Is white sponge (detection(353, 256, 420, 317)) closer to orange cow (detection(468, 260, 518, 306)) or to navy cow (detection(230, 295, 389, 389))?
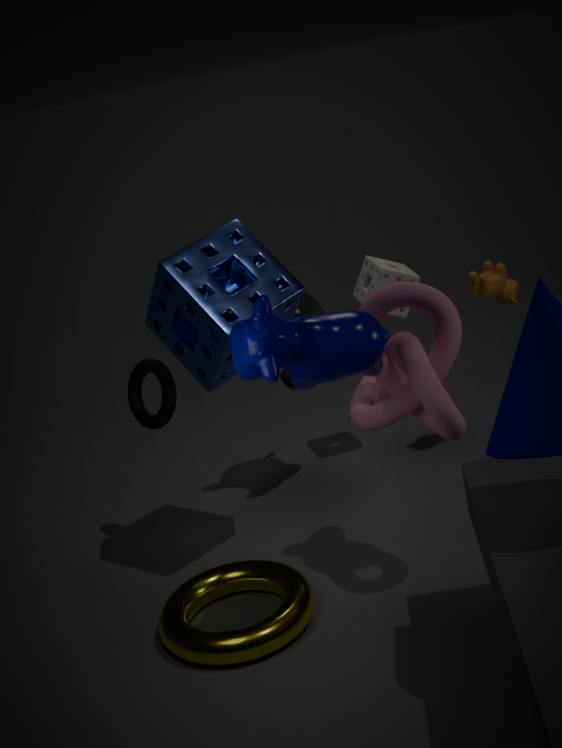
orange cow (detection(468, 260, 518, 306))
